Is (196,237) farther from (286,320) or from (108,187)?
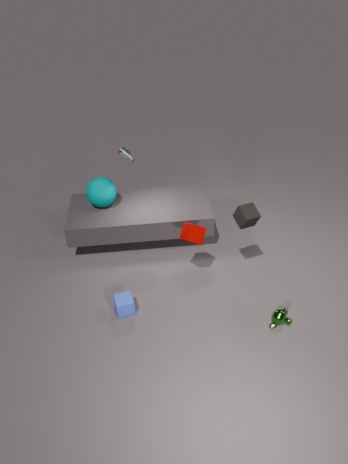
(108,187)
